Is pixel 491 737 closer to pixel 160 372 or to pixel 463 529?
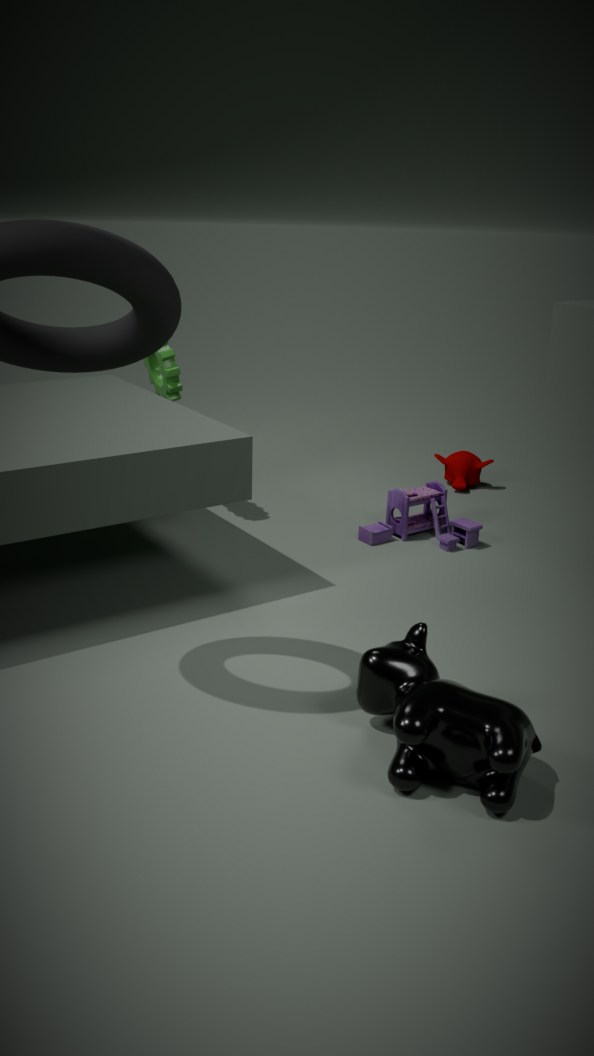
pixel 463 529
